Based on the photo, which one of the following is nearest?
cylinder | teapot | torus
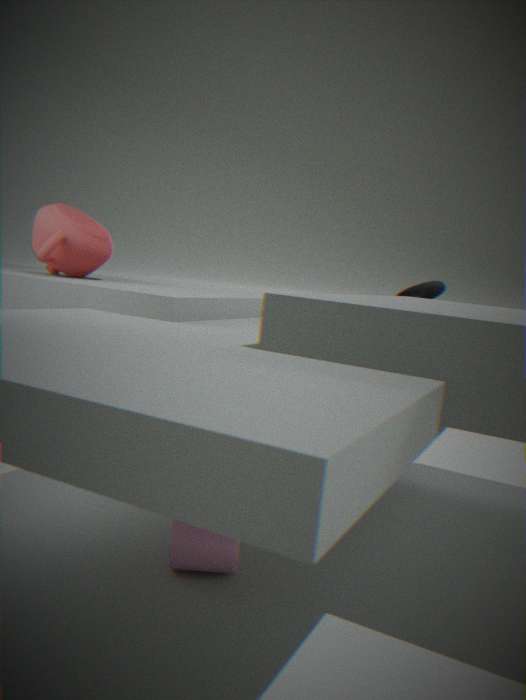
cylinder
